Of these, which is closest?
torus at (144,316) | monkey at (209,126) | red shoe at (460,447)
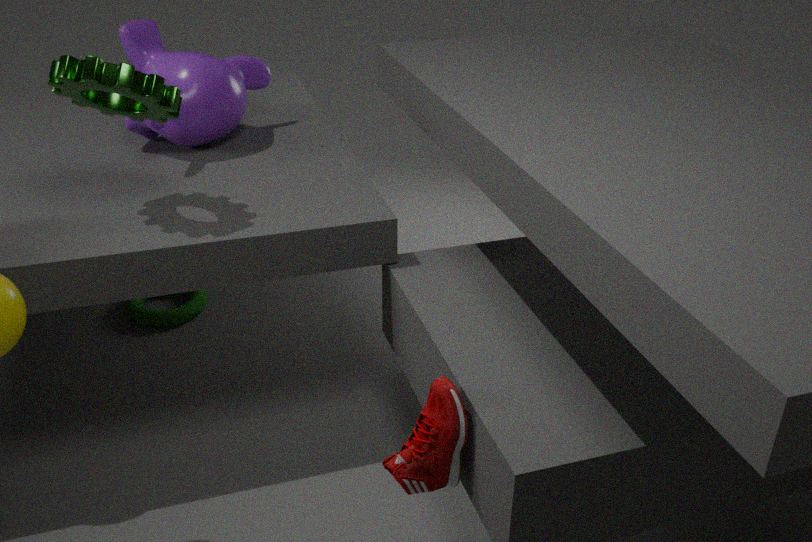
red shoe at (460,447)
